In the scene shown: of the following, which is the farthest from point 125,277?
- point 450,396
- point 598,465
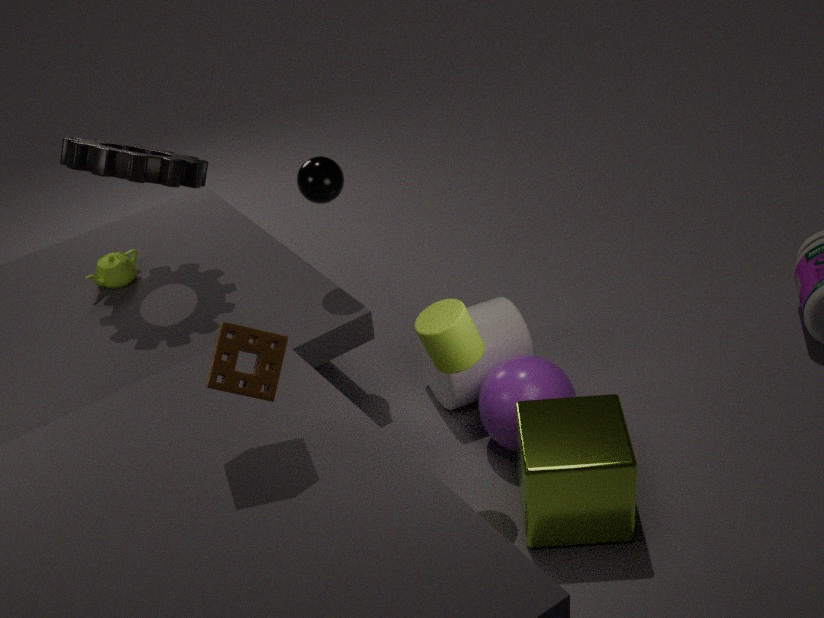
point 598,465
